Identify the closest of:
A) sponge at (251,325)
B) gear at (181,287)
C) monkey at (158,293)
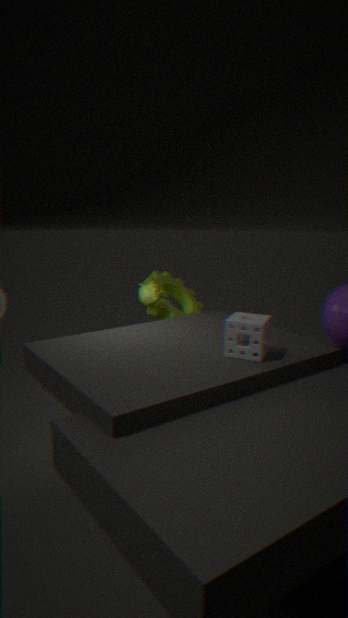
sponge at (251,325)
